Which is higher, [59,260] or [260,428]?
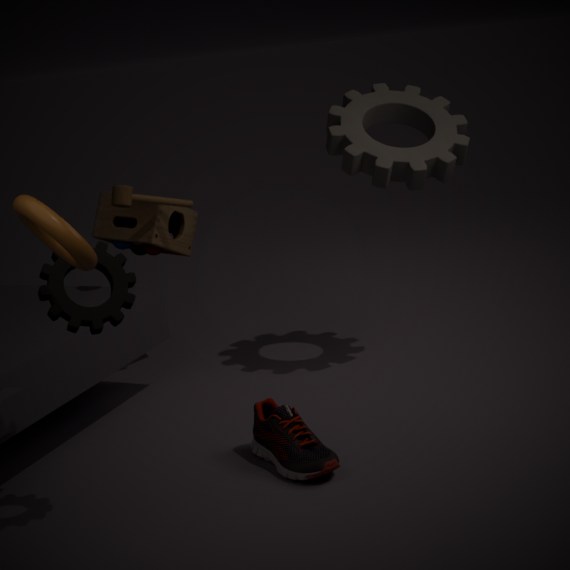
[59,260]
